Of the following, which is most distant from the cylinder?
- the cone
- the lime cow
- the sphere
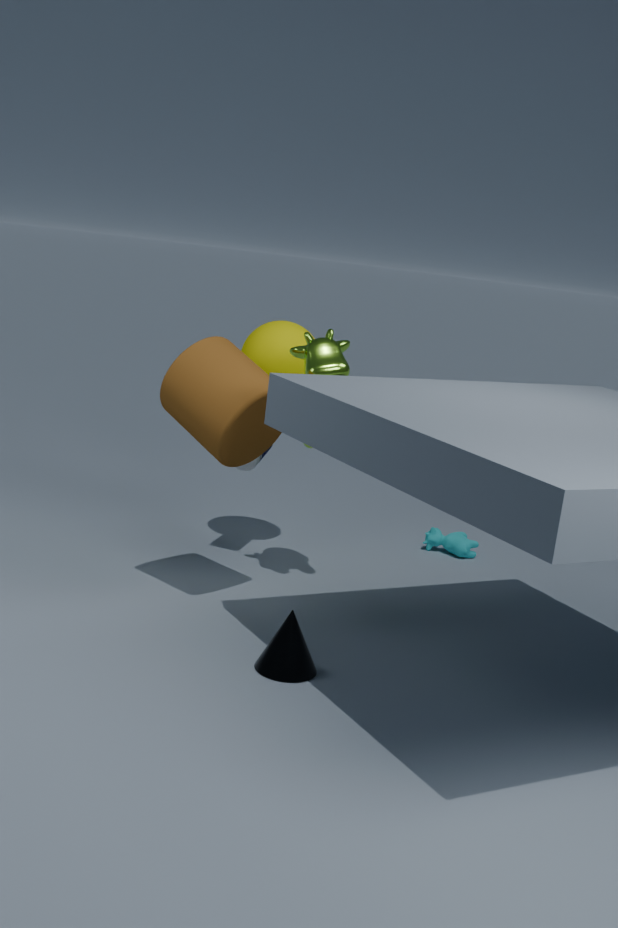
the cone
